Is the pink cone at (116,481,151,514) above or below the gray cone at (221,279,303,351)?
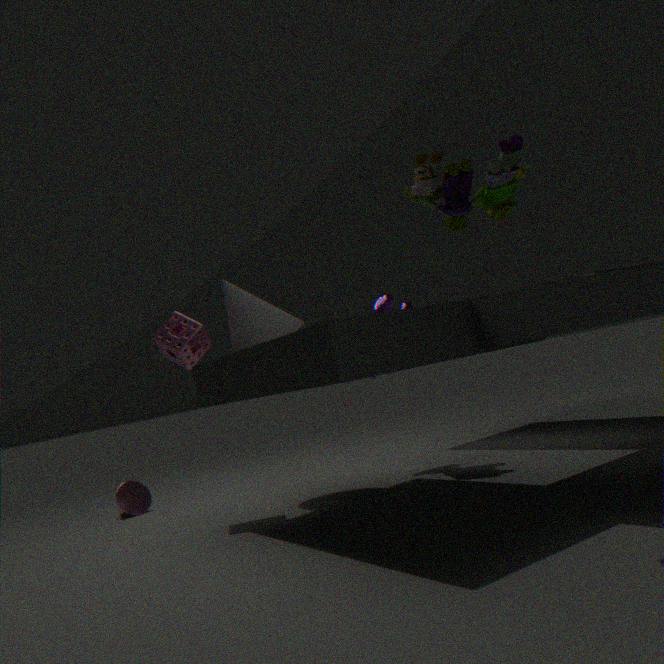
below
